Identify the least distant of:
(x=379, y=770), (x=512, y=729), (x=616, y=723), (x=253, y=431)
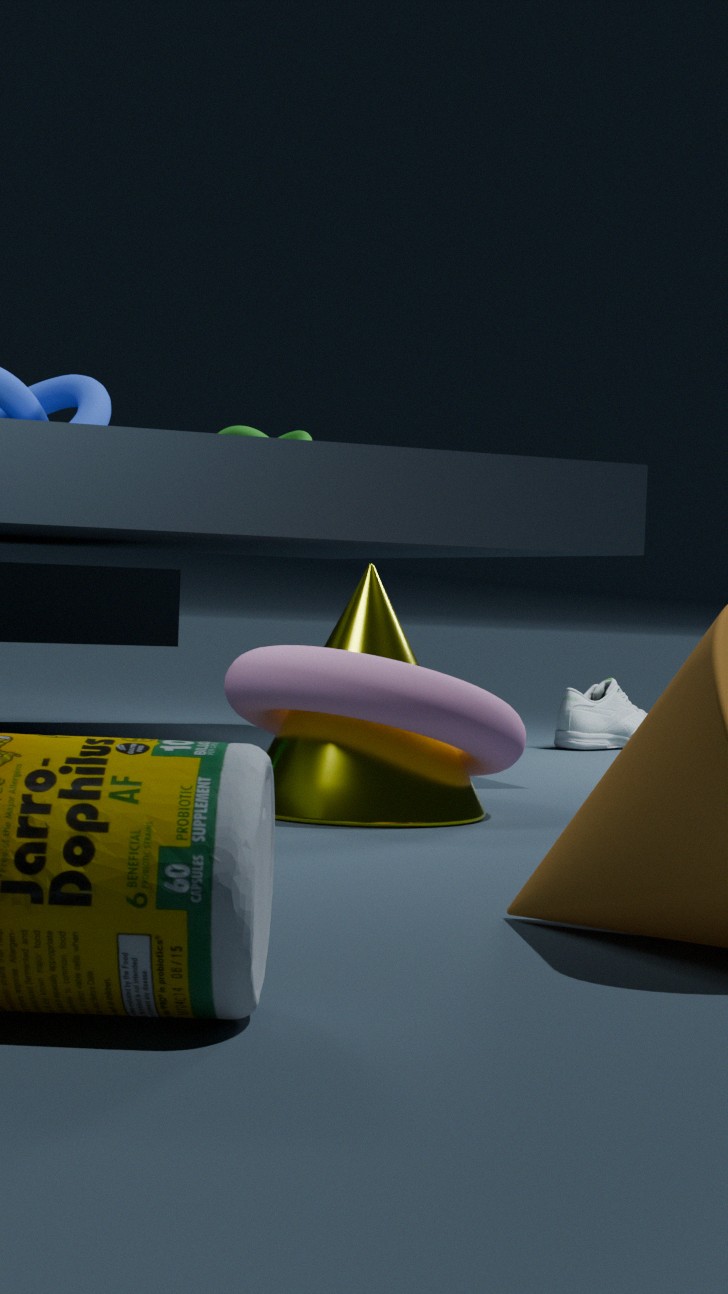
(x=379, y=770)
